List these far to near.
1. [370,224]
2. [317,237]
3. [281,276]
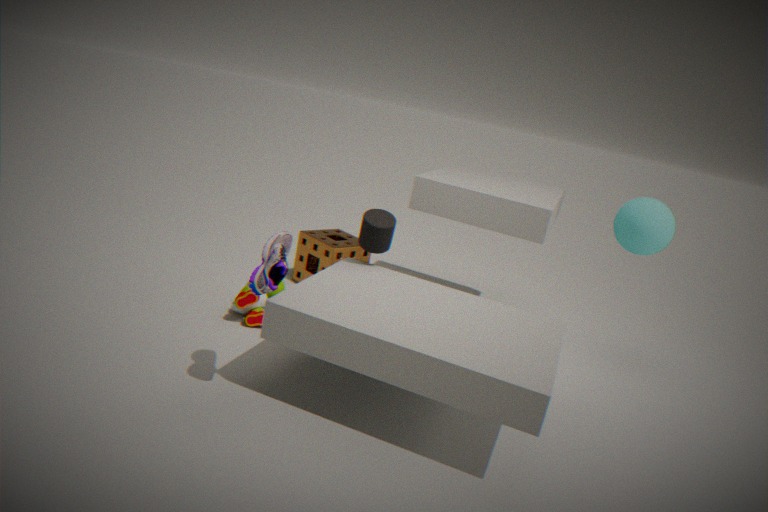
1. [317,237]
2. [370,224]
3. [281,276]
